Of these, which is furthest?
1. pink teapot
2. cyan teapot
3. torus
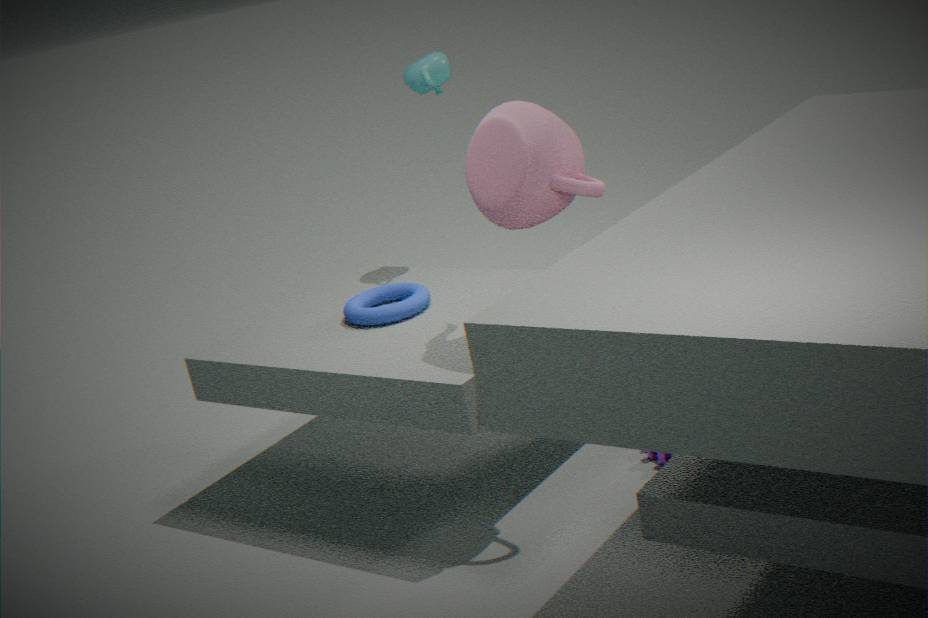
cyan teapot
